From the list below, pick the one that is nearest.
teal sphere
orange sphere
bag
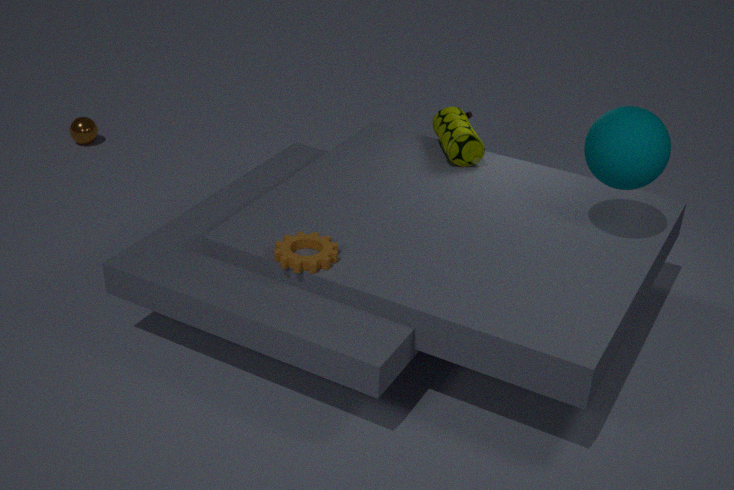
teal sphere
